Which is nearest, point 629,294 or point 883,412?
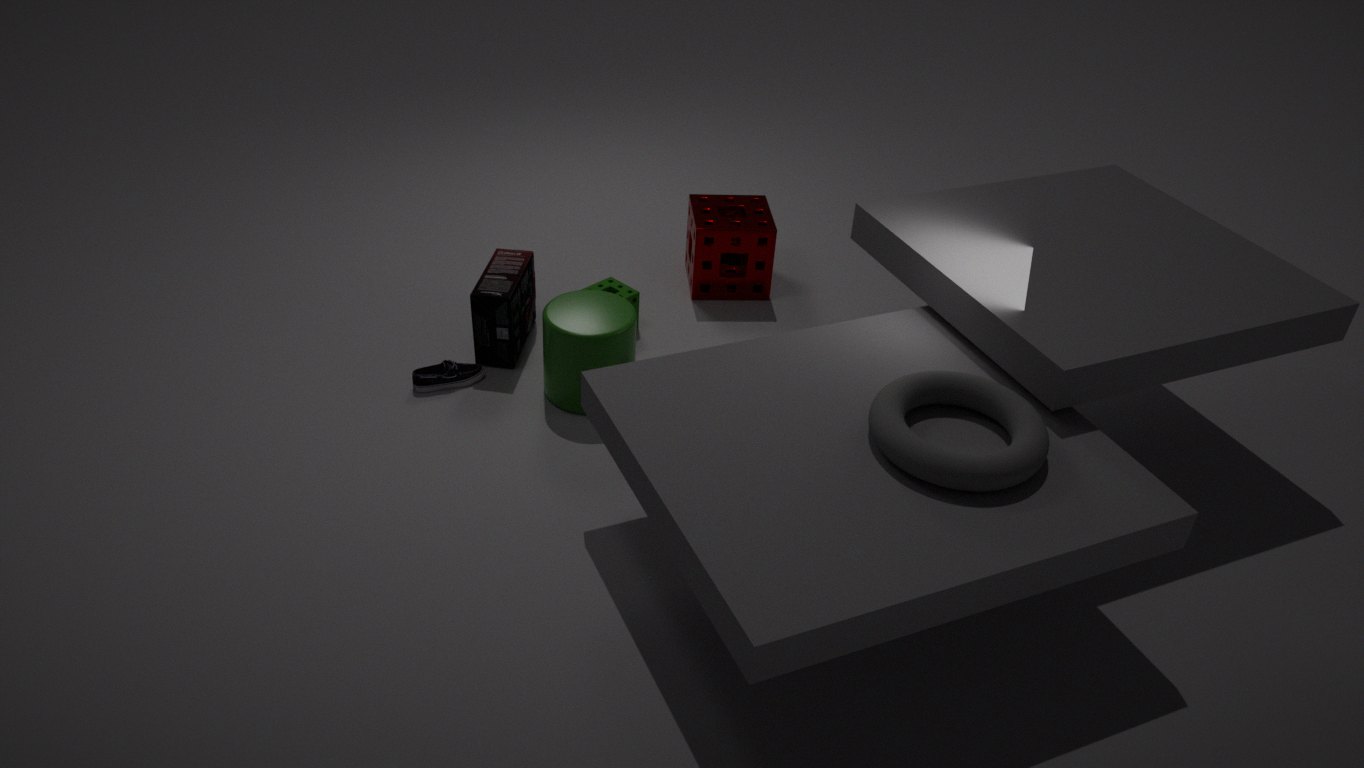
point 883,412
